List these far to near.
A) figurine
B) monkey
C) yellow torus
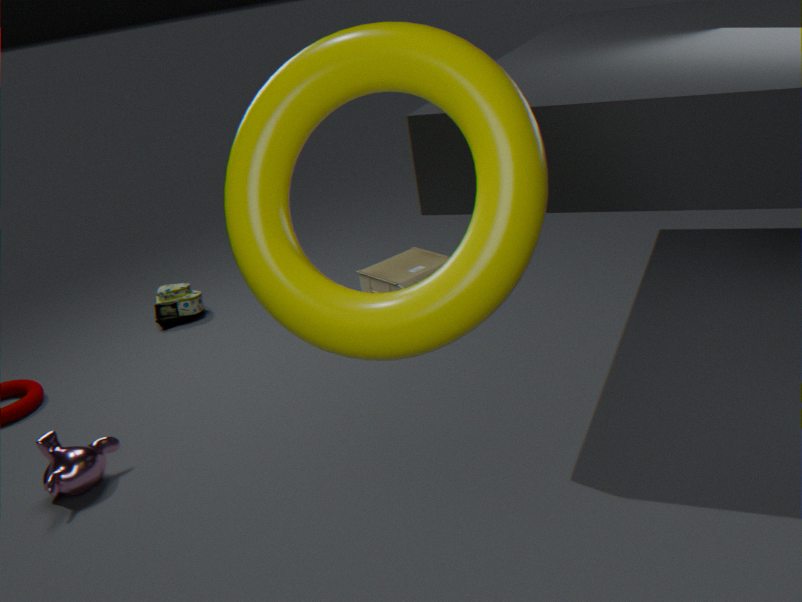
figurine, monkey, yellow torus
